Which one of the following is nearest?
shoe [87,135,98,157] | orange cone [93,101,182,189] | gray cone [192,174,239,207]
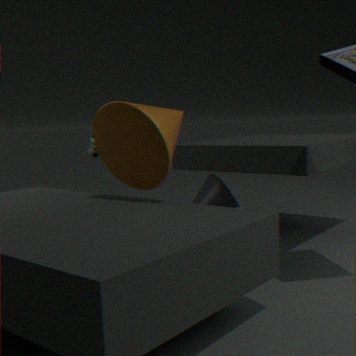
orange cone [93,101,182,189]
